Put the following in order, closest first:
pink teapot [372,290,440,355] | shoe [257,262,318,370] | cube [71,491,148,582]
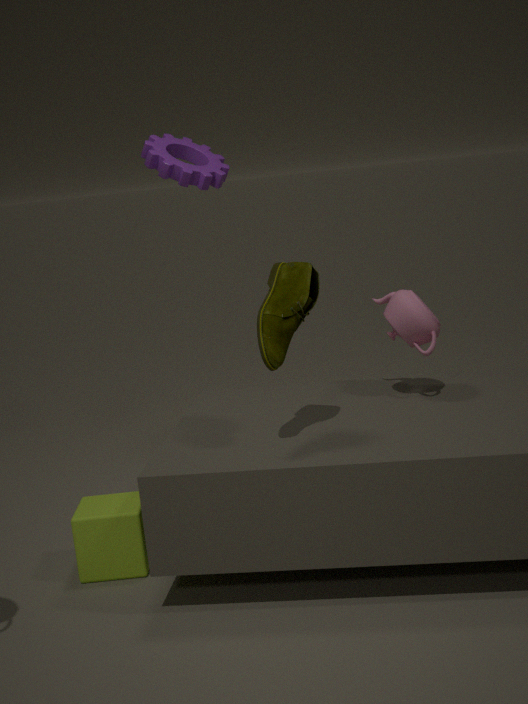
shoe [257,262,318,370] → cube [71,491,148,582] → pink teapot [372,290,440,355]
